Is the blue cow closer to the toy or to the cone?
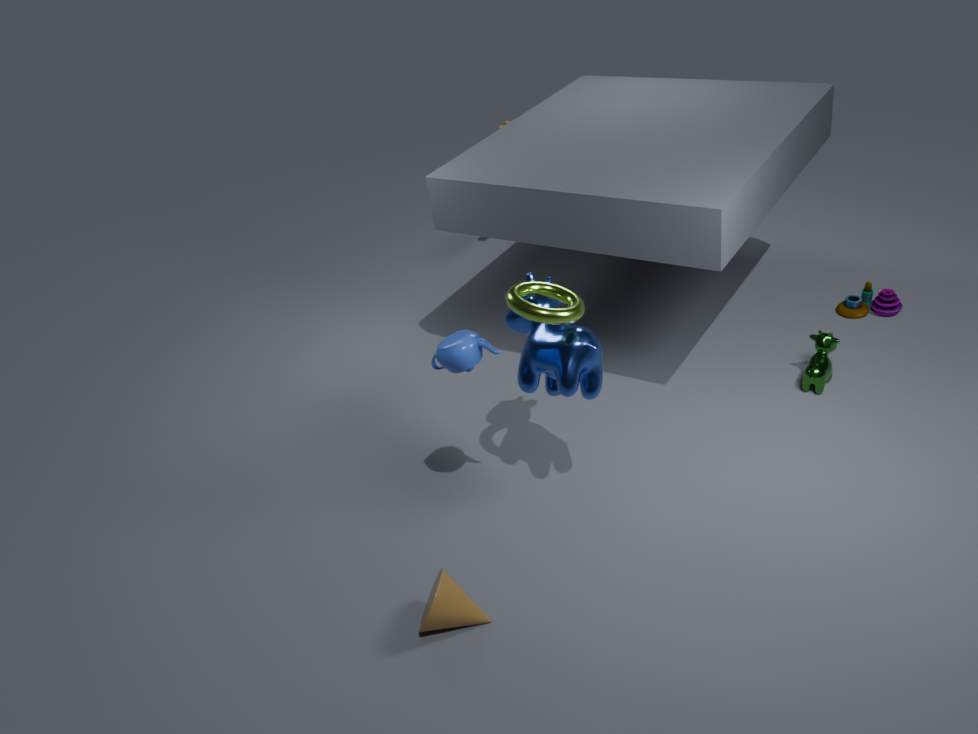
the cone
